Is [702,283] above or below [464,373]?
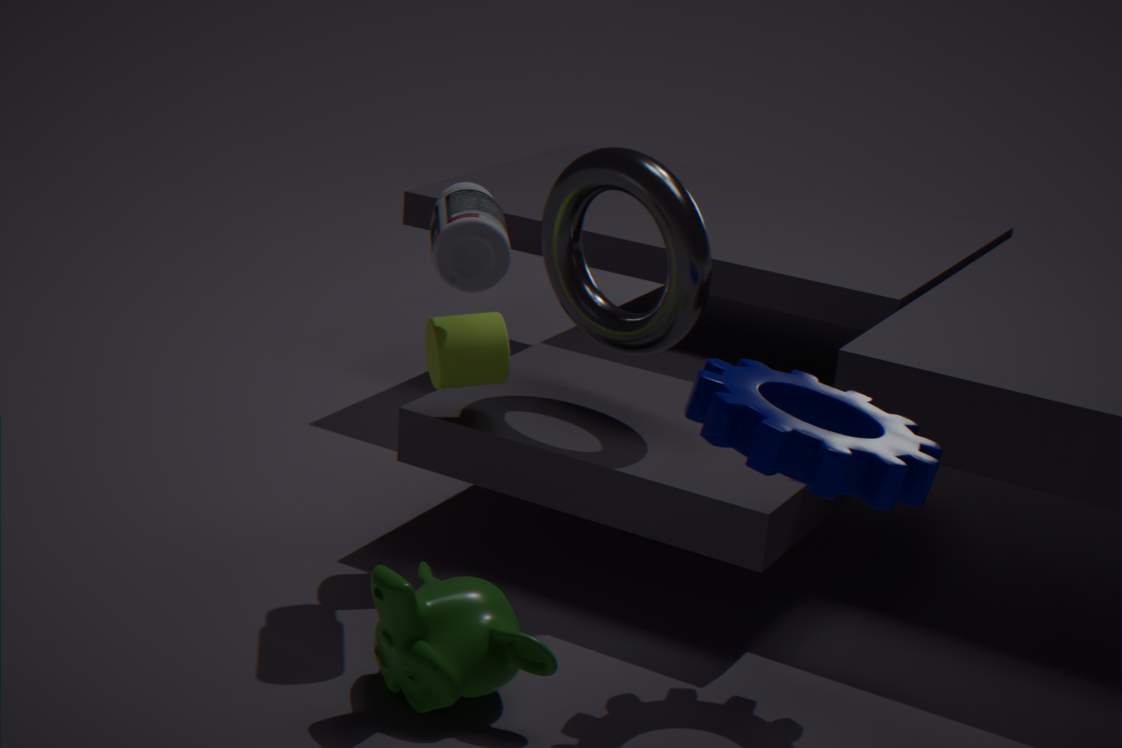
above
